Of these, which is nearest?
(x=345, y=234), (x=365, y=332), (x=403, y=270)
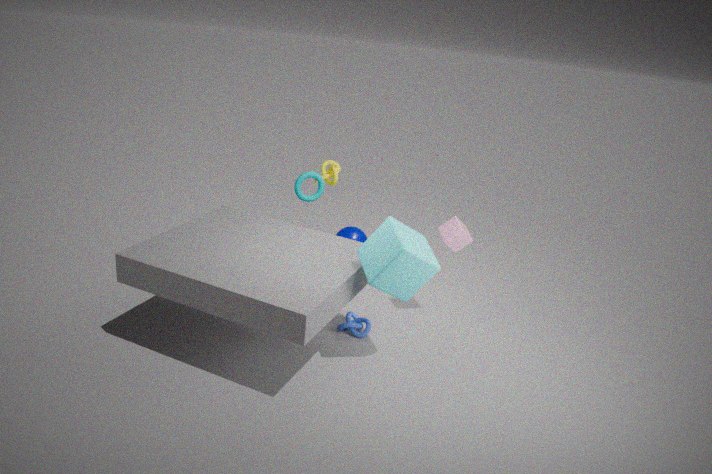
(x=403, y=270)
